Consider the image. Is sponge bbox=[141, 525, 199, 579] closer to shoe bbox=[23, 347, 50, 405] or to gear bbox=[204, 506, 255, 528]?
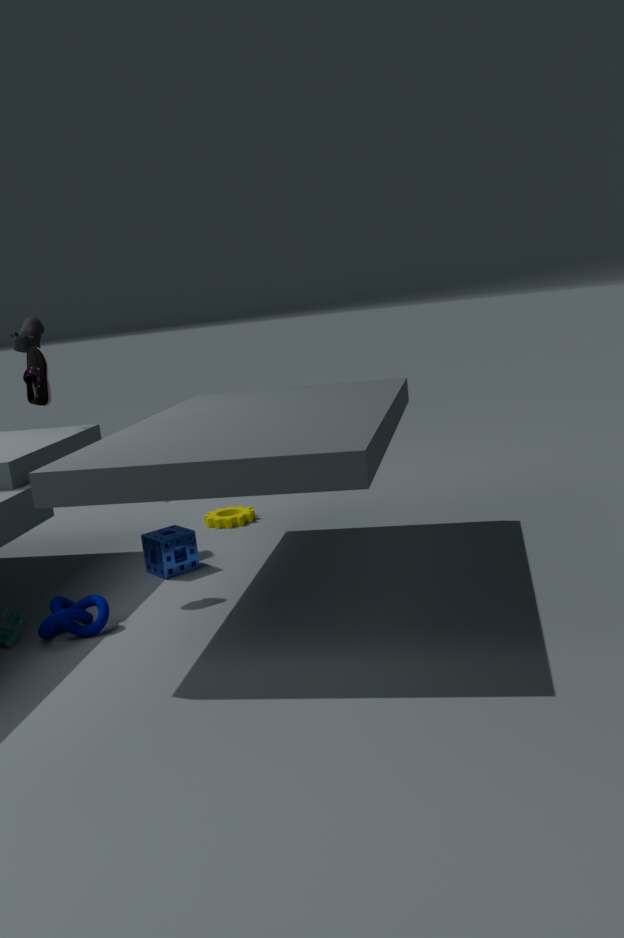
gear bbox=[204, 506, 255, 528]
